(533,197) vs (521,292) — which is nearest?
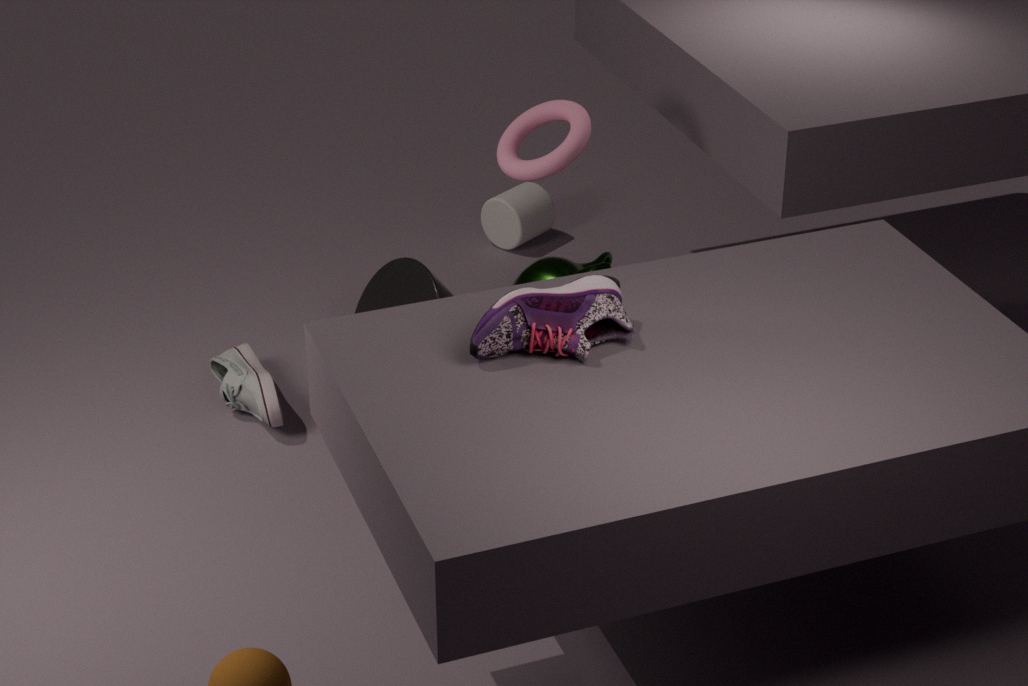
(521,292)
